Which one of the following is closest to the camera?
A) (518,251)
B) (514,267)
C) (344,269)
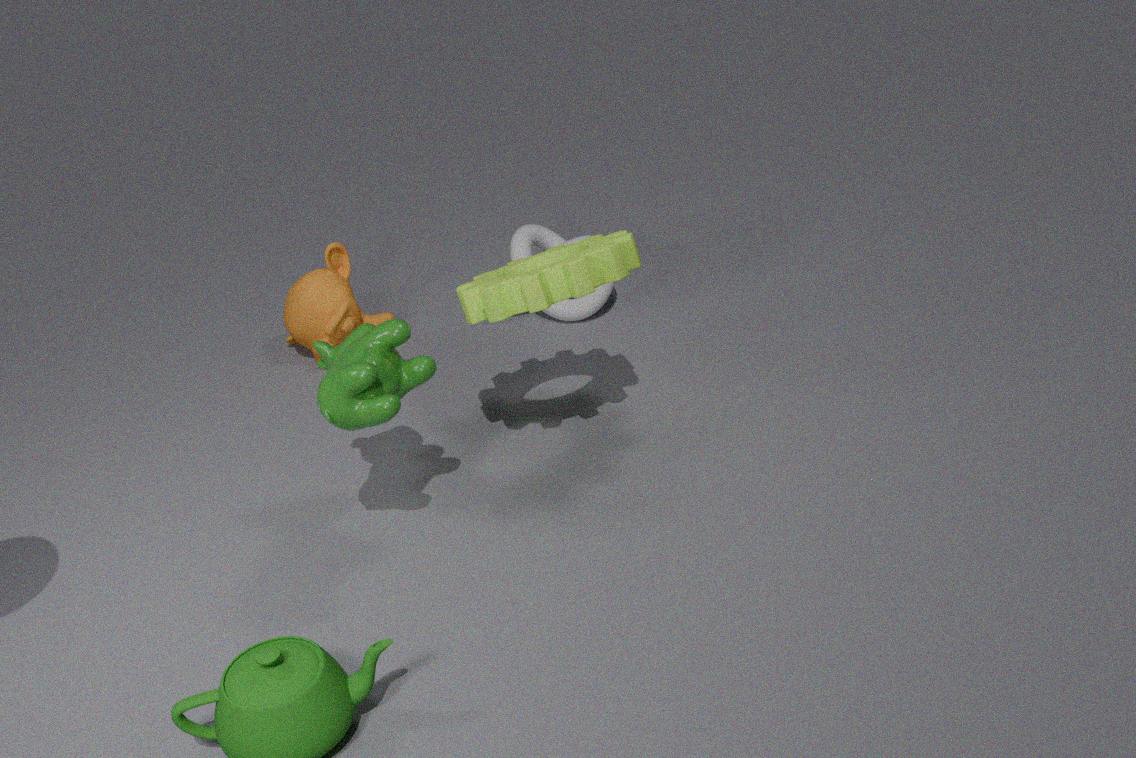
(514,267)
